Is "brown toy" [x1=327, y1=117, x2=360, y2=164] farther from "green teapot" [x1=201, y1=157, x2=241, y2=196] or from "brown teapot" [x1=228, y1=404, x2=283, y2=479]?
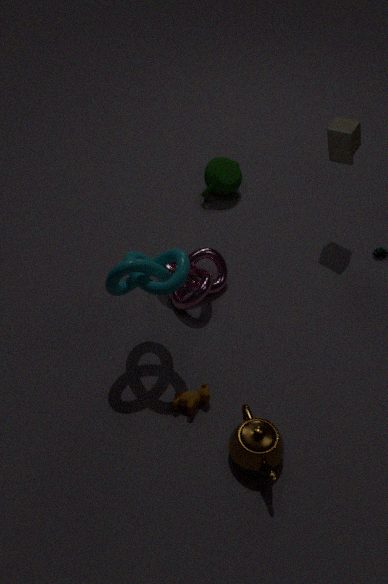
"brown teapot" [x1=228, y1=404, x2=283, y2=479]
